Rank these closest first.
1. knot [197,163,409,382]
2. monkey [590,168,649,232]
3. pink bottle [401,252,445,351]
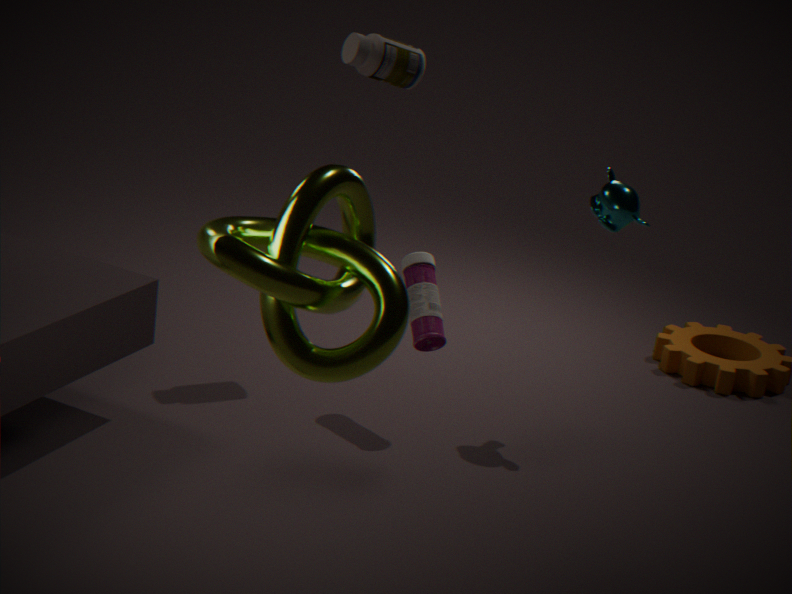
knot [197,163,409,382], pink bottle [401,252,445,351], monkey [590,168,649,232]
